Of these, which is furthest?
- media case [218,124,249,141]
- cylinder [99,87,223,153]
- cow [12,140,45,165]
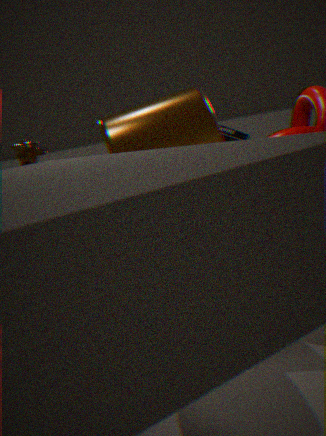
media case [218,124,249,141]
